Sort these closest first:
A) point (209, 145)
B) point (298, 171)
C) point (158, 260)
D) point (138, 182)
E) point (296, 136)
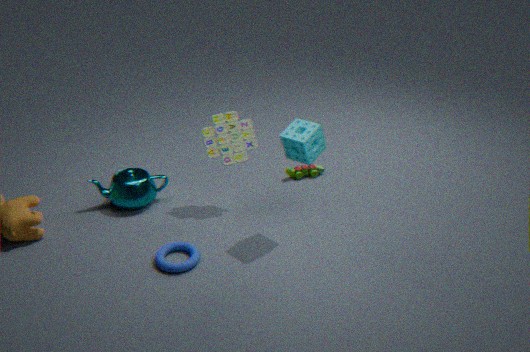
point (296, 136), point (158, 260), point (209, 145), point (138, 182), point (298, 171)
